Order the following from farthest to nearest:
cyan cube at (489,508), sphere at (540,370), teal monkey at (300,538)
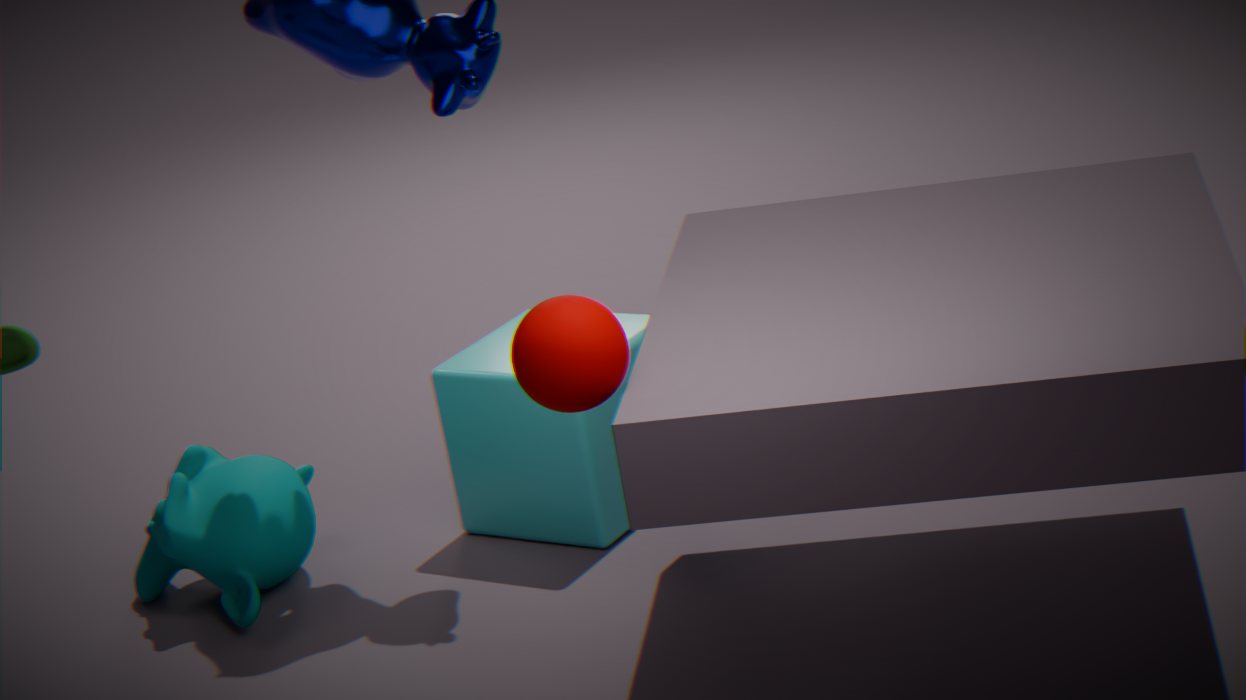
cyan cube at (489,508) → teal monkey at (300,538) → sphere at (540,370)
